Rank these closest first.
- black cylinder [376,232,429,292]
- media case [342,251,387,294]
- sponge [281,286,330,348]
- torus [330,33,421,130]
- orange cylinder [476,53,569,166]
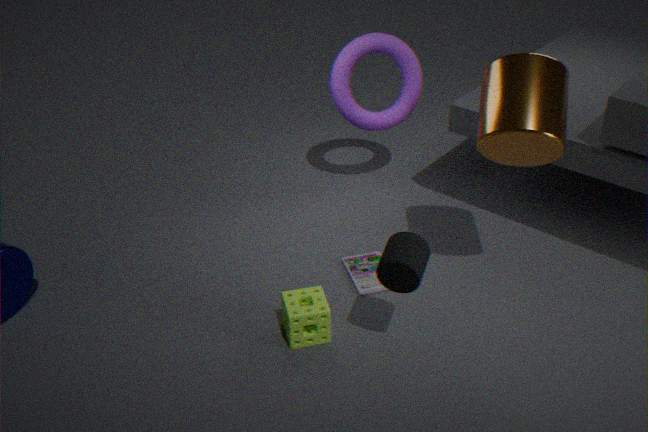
black cylinder [376,232,429,292]
orange cylinder [476,53,569,166]
sponge [281,286,330,348]
media case [342,251,387,294]
torus [330,33,421,130]
